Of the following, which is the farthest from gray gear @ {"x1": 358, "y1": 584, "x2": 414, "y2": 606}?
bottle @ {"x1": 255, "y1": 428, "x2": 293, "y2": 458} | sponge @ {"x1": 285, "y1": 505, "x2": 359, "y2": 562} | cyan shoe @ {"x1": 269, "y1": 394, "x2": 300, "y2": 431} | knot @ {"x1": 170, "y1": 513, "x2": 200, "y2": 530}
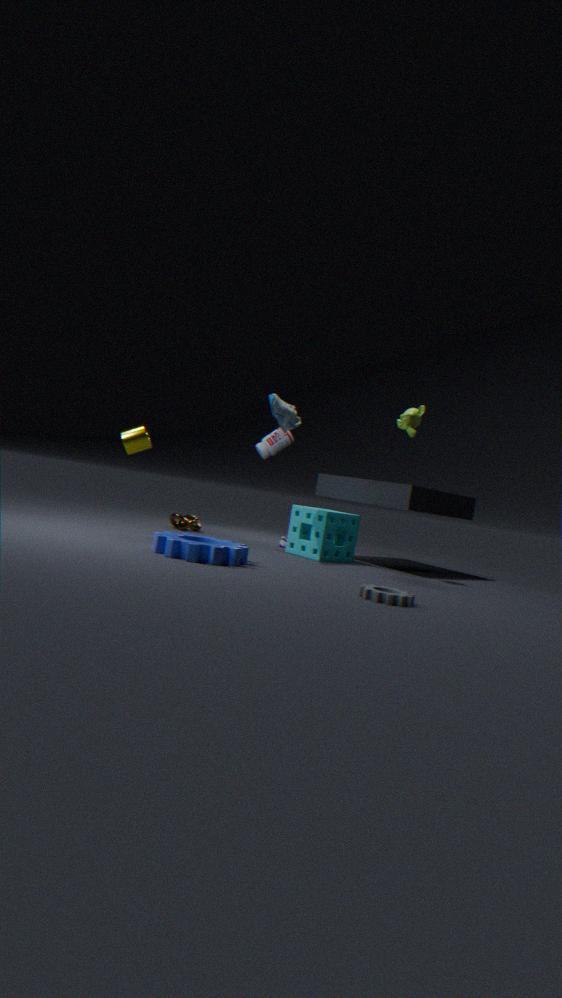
bottle @ {"x1": 255, "y1": 428, "x2": 293, "y2": 458}
